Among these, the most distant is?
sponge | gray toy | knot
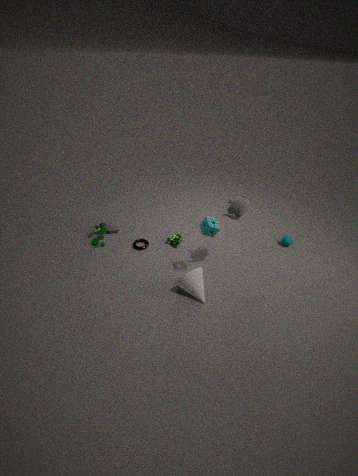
gray toy
